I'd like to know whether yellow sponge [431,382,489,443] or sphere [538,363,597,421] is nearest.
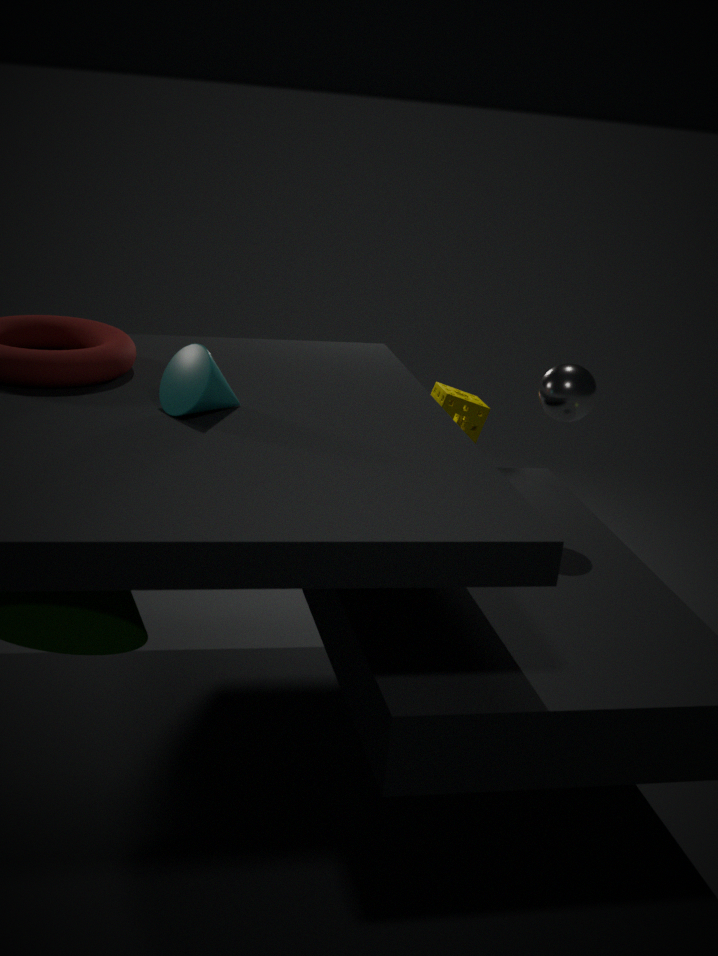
sphere [538,363,597,421]
